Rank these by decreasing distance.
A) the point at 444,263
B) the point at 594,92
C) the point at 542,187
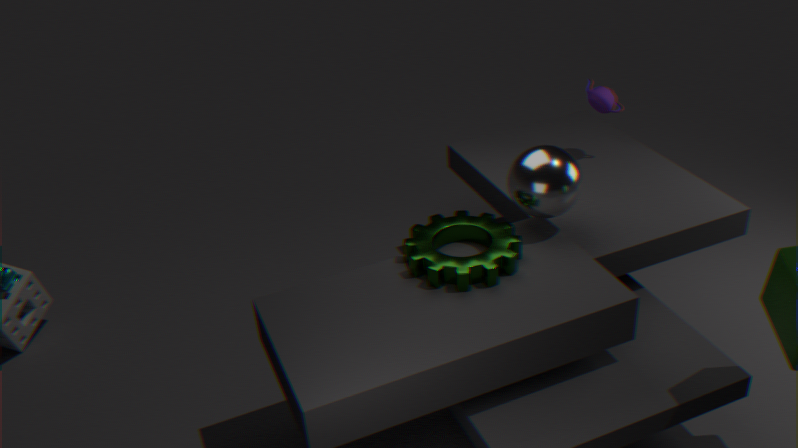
1. the point at 594,92
2. the point at 542,187
3. the point at 444,263
